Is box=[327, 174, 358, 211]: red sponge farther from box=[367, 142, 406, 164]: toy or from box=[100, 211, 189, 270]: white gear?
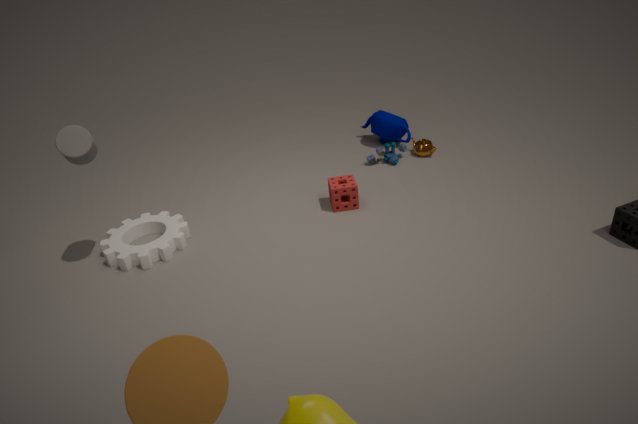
box=[100, 211, 189, 270]: white gear
